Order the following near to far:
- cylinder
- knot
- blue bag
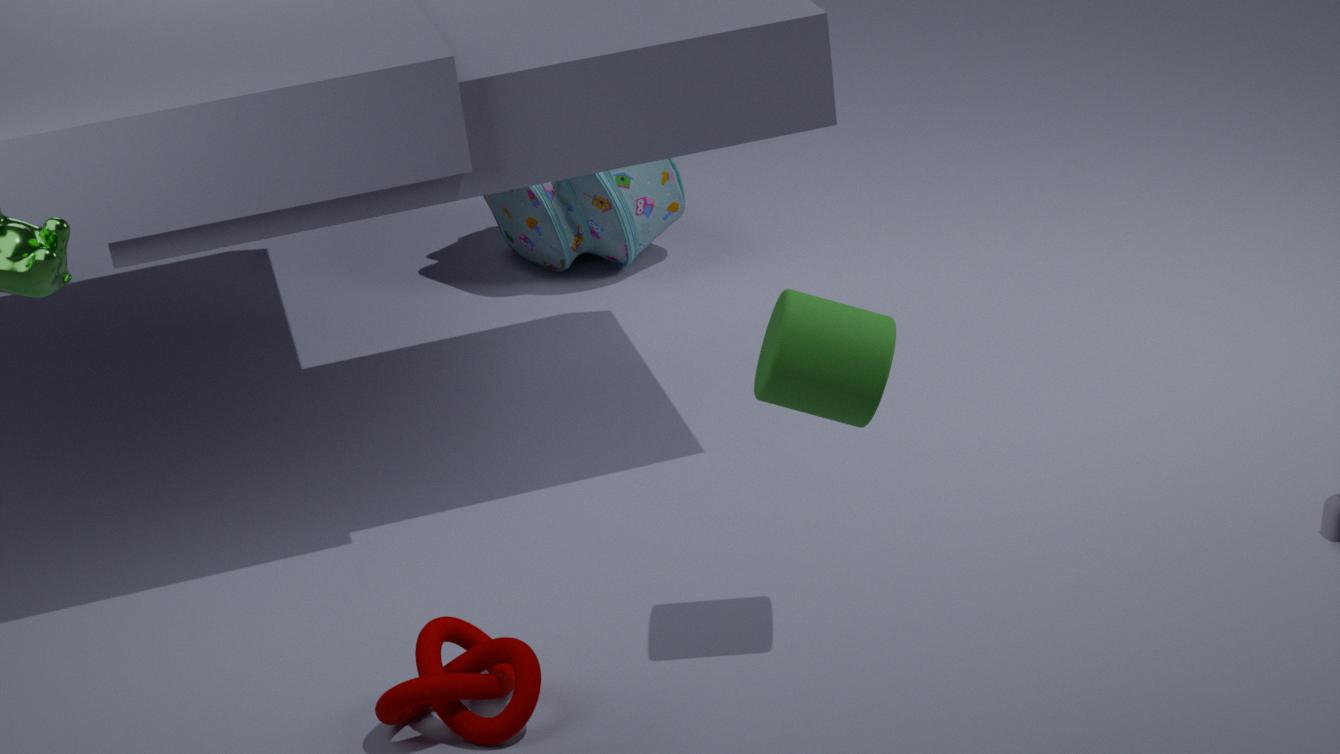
cylinder
knot
blue bag
